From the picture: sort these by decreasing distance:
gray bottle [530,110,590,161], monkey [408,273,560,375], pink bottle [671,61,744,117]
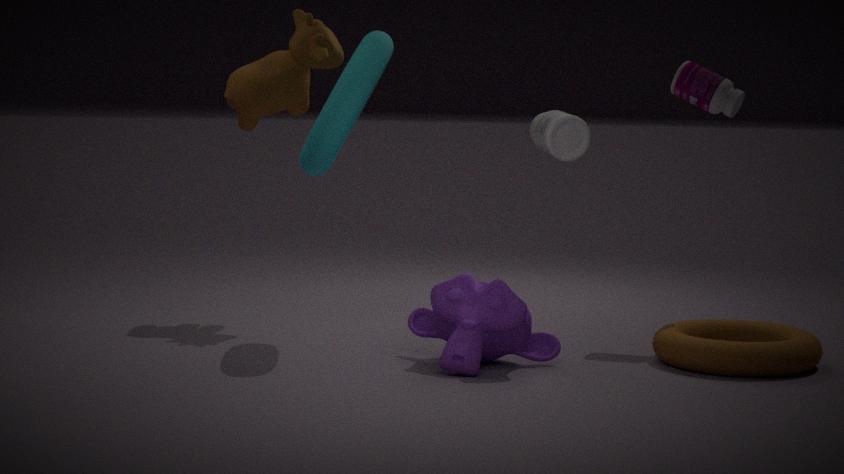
pink bottle [671,61,744,117], gray bottle [530,110,590,161], monkey [408,273,560,375]
